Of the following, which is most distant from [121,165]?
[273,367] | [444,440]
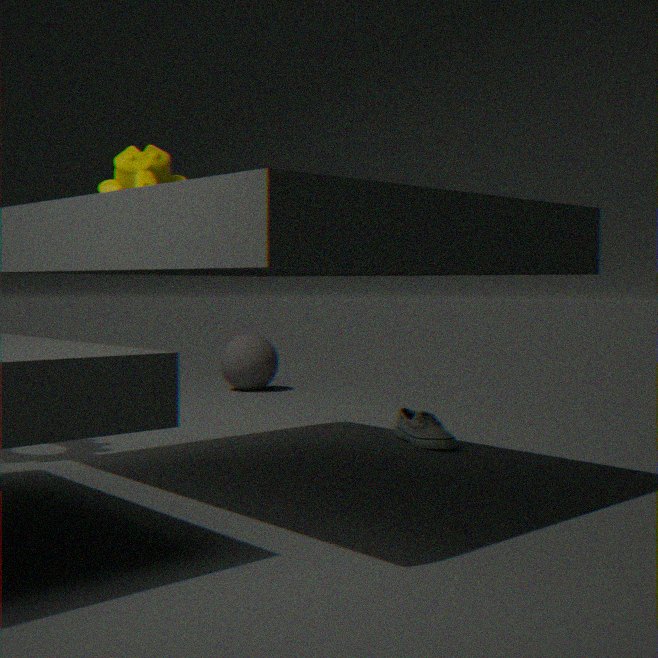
[273,367]
